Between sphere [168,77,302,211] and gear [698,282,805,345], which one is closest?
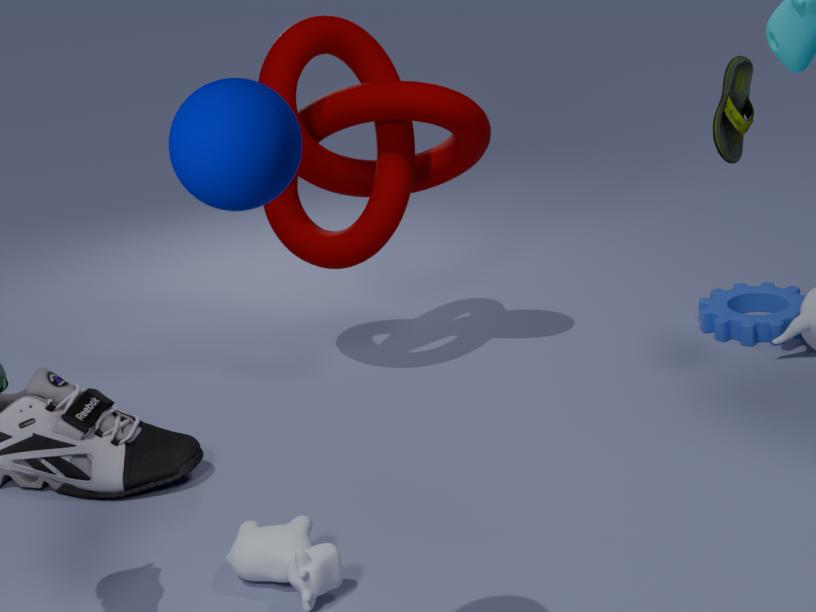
sphere [168,77,302,211]
